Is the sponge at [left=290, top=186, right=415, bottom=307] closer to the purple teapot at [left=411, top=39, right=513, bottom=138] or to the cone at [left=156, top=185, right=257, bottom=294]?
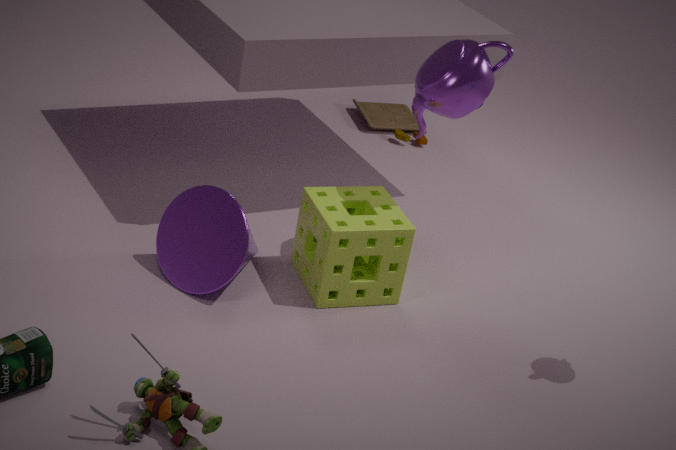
the cone at [left=156, top=185, right=257, bottom=294]
